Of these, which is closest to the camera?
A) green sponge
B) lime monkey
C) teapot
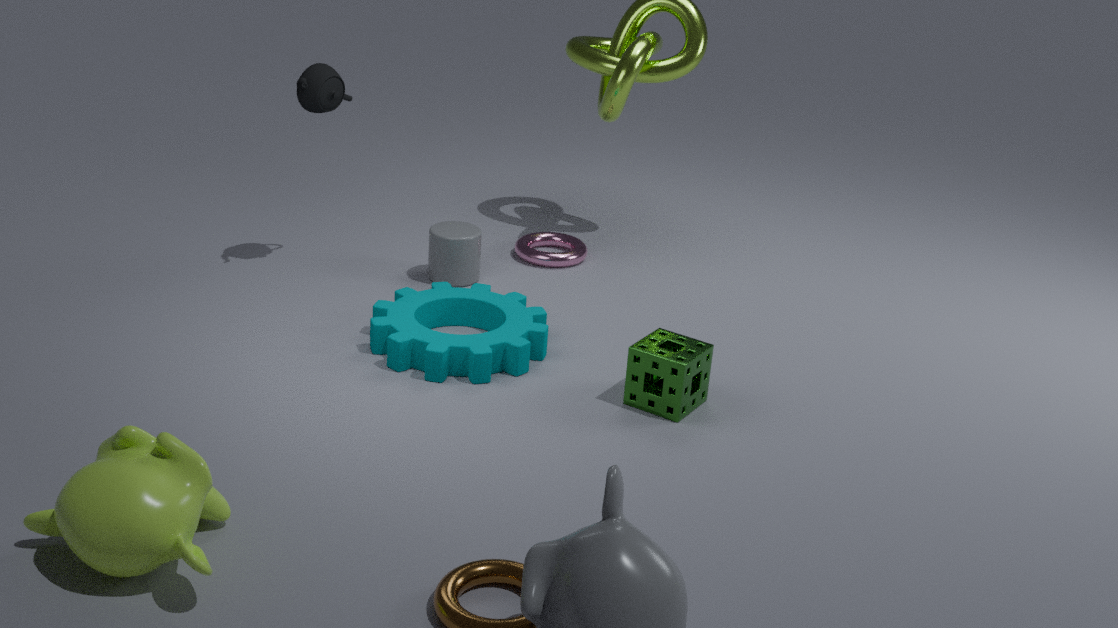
lime monkey
